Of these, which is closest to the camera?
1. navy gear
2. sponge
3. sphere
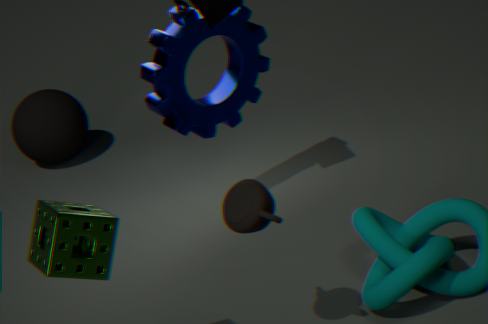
sponge
